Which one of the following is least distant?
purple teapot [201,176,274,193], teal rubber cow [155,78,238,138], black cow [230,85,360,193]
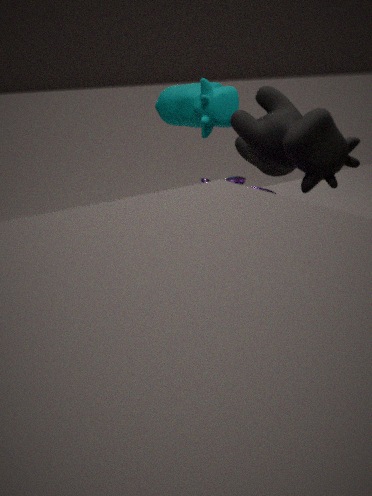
purple teapot [201,176,274,193]
